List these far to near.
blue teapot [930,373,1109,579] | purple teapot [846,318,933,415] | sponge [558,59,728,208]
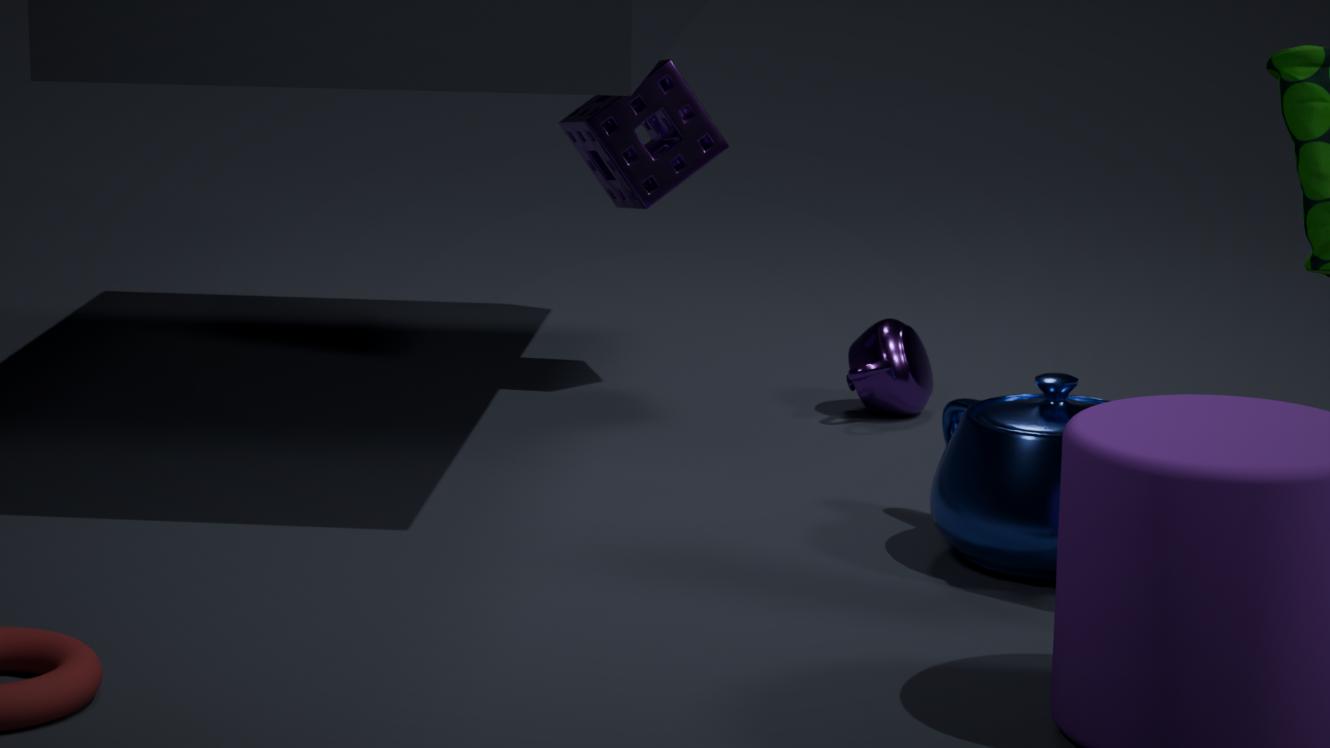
sponge [558,59,728,208] < purple teapot [846,318,933,415] < blue teapot [930,373,1109,579]
